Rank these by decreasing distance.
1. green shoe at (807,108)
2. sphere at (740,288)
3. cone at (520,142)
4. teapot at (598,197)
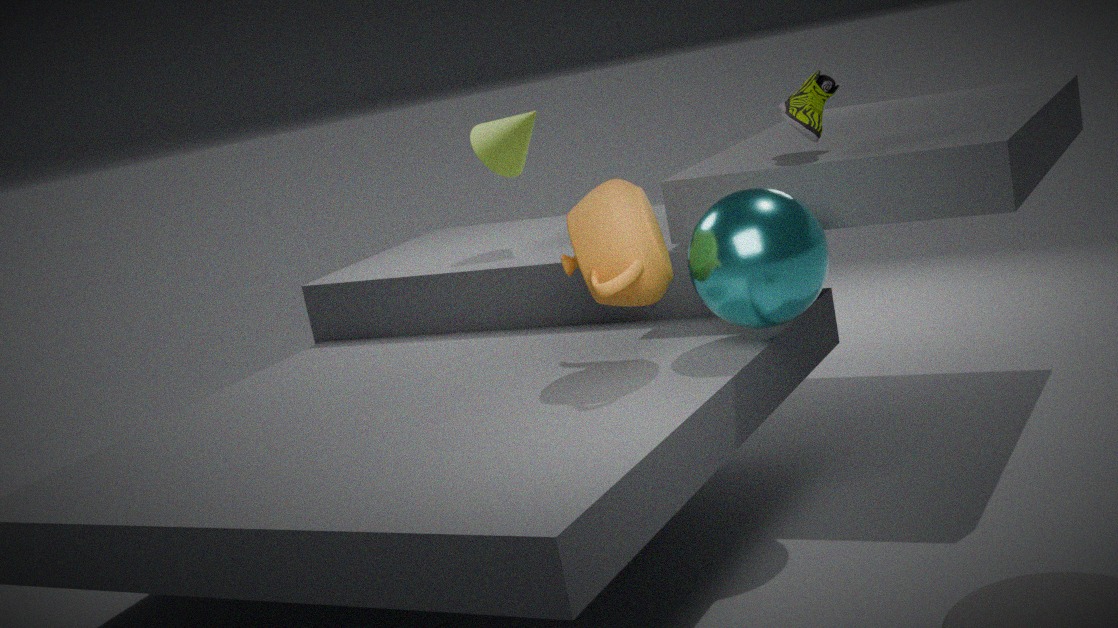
1. cone at (520,142)
2. green shoe at (807,108)
3. teapot at (598,197)
4. sphere at (740,288)
